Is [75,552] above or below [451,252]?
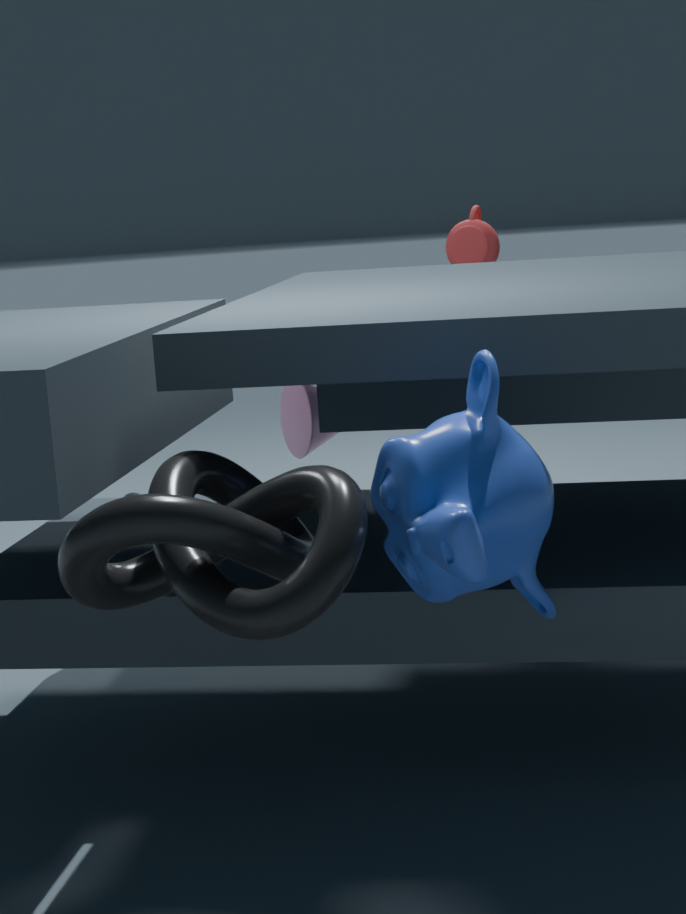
below
